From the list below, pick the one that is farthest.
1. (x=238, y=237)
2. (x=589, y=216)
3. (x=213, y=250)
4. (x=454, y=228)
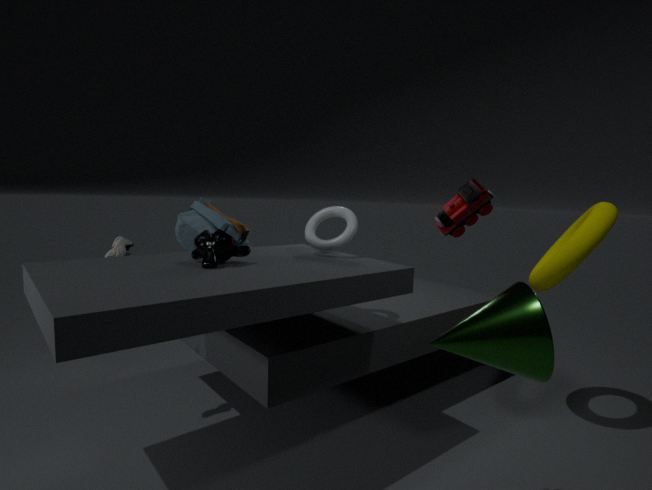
(x=238, y=237)
